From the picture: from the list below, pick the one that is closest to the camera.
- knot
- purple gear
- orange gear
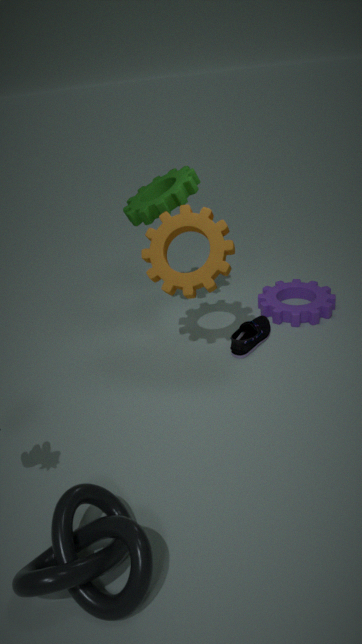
knot
